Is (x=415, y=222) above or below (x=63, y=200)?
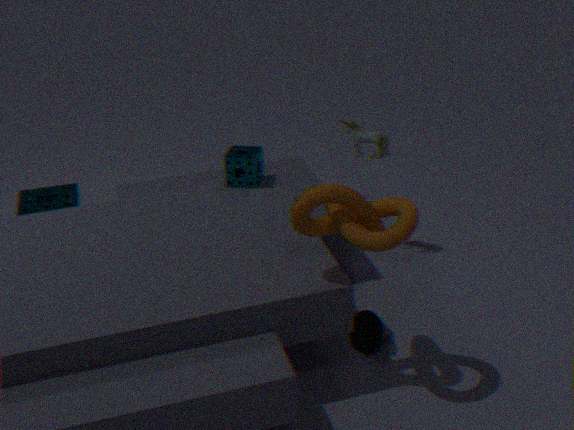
above
